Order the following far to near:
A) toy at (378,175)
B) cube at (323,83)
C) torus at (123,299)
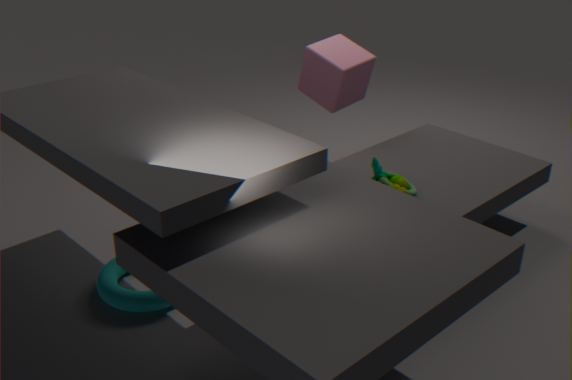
1. cube at (323,83)
2. toy at (378,175)
3. torus at (123,299)
